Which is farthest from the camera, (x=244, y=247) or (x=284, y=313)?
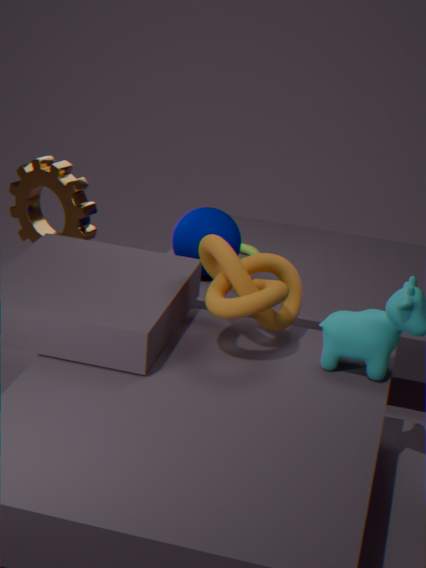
(x=244, y=247)
